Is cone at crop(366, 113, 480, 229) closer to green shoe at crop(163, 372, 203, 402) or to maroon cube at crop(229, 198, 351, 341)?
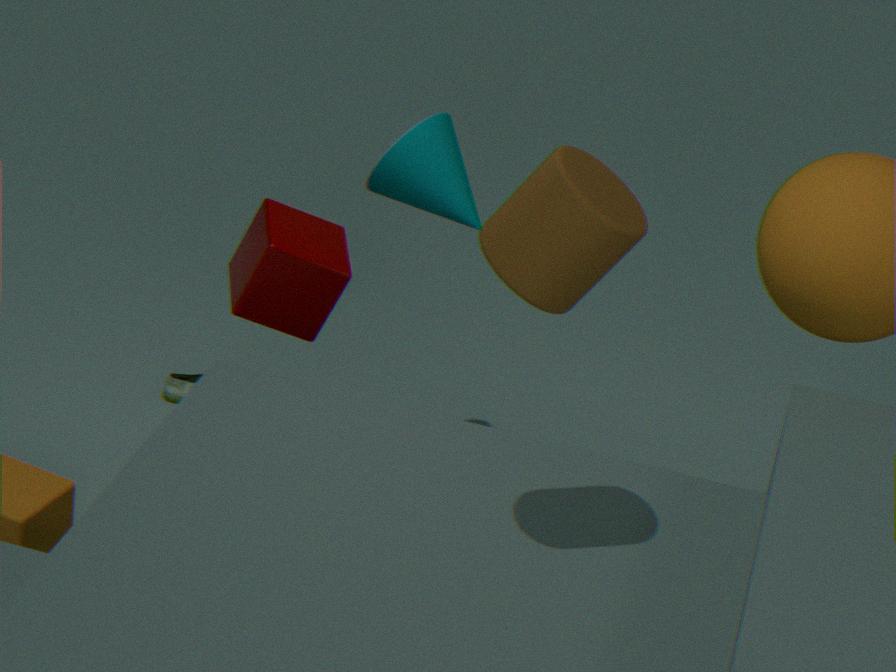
maroon cube at crop(229, 198, 351, 341)
